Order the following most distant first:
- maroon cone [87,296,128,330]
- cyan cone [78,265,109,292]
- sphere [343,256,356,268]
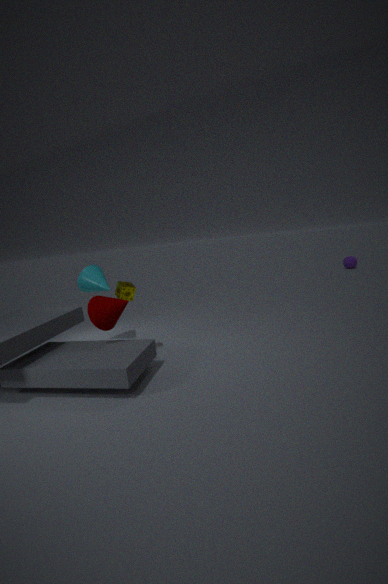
sphere [343,256,356,268]
cyan cone [78,265,109,292]
maroon cone [87,296,128,330]
